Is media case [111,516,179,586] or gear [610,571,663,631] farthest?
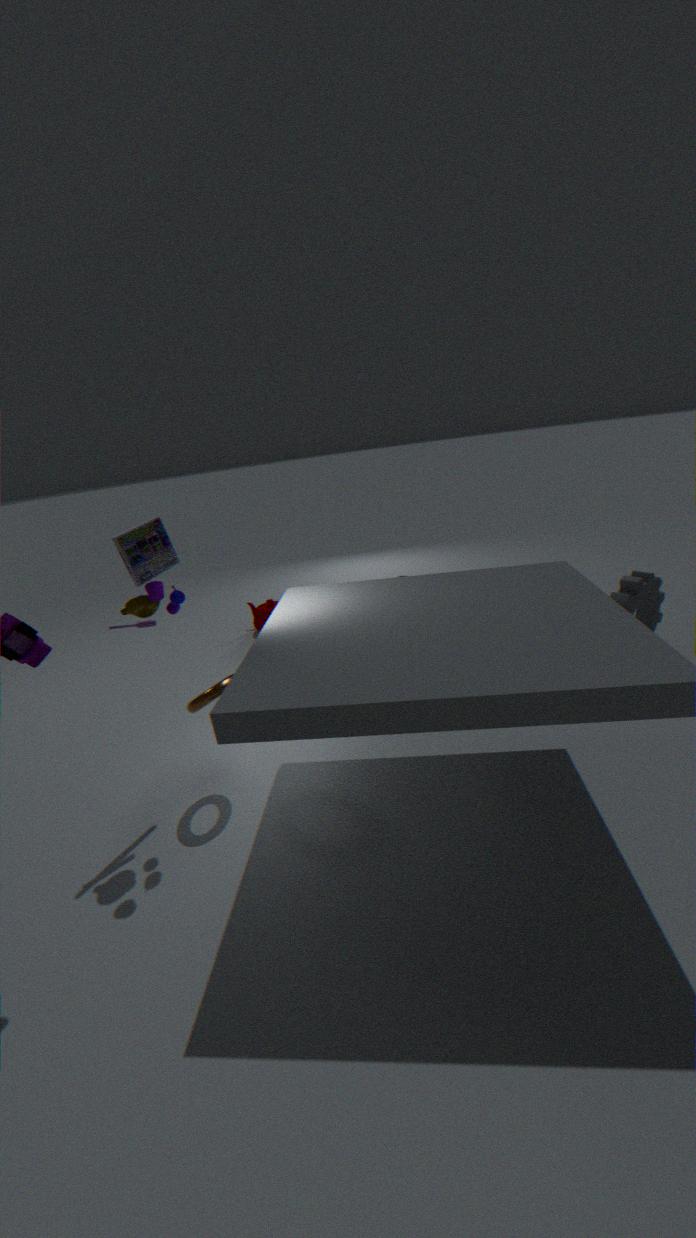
gear [610,571,663,631]
